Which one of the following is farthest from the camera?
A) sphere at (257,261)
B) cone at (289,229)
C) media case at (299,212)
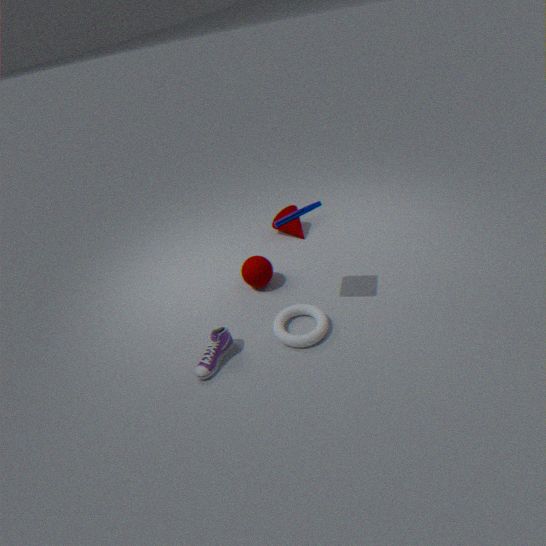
cone at (289,229)
